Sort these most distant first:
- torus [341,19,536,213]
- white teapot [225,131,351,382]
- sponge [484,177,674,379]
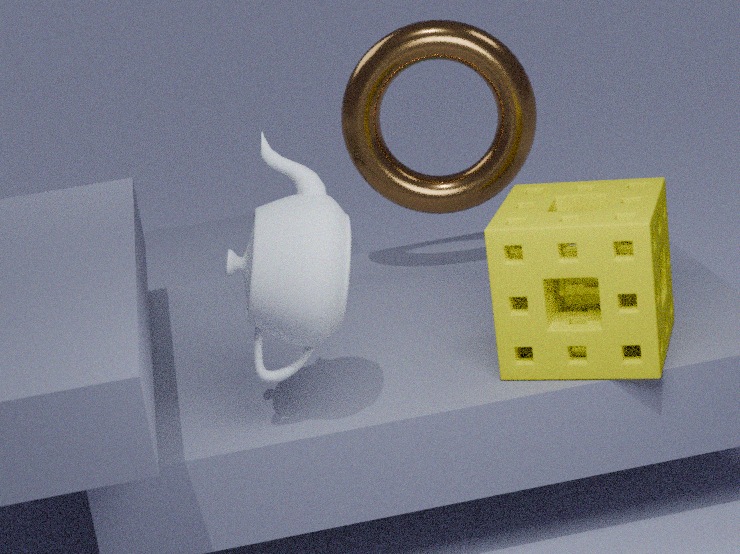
torus [341,19,536,213] → sponge [484,177,674,379] → white teapot [225,131,351,382]
